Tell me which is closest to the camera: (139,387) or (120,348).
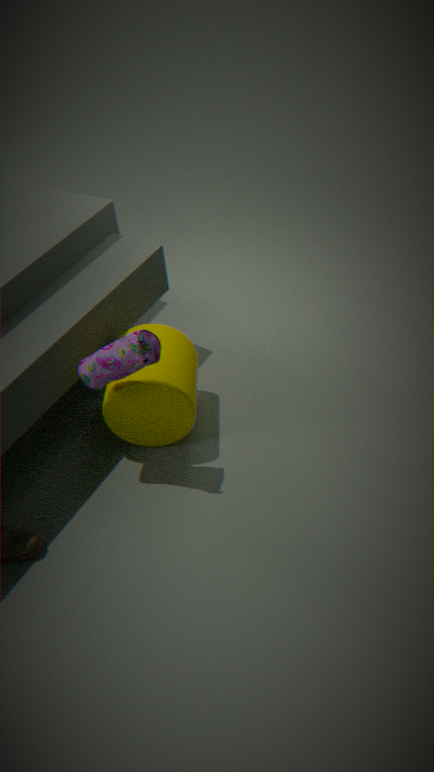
(120,348)
